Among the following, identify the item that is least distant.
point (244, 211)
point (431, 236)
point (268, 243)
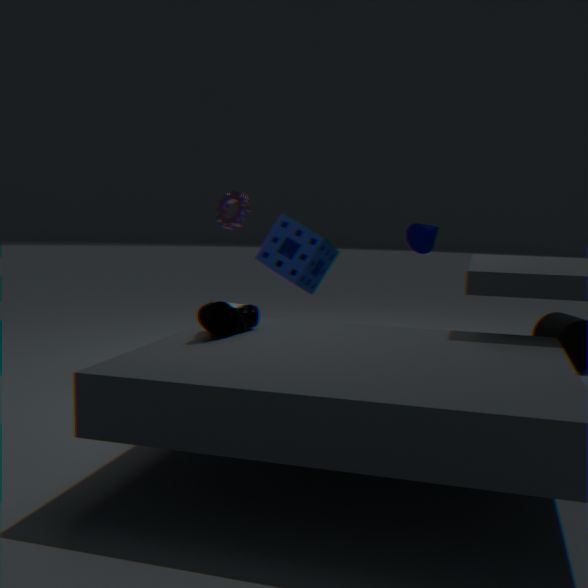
point (431, 236)
